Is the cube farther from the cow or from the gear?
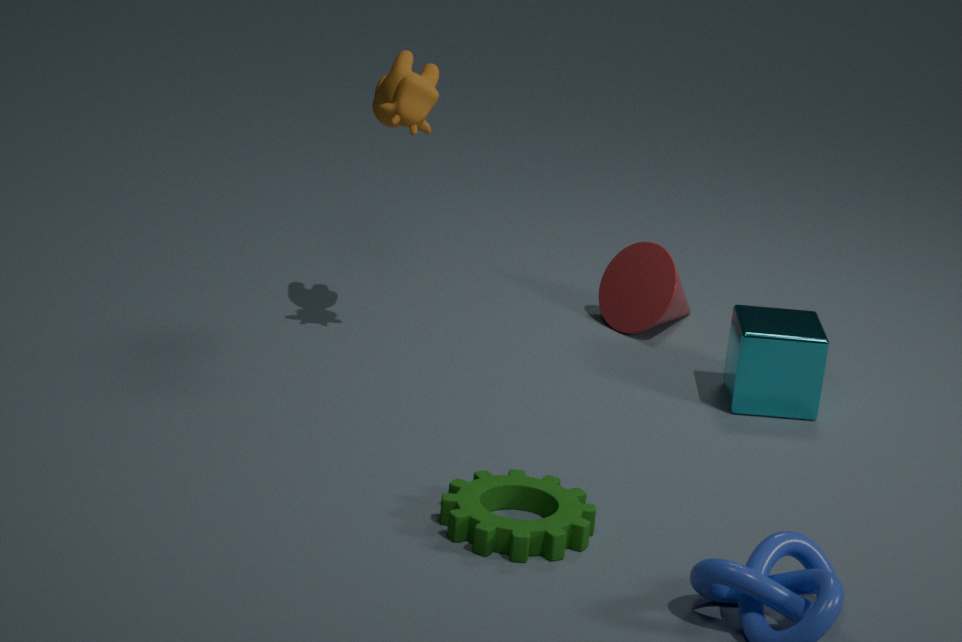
the cow
